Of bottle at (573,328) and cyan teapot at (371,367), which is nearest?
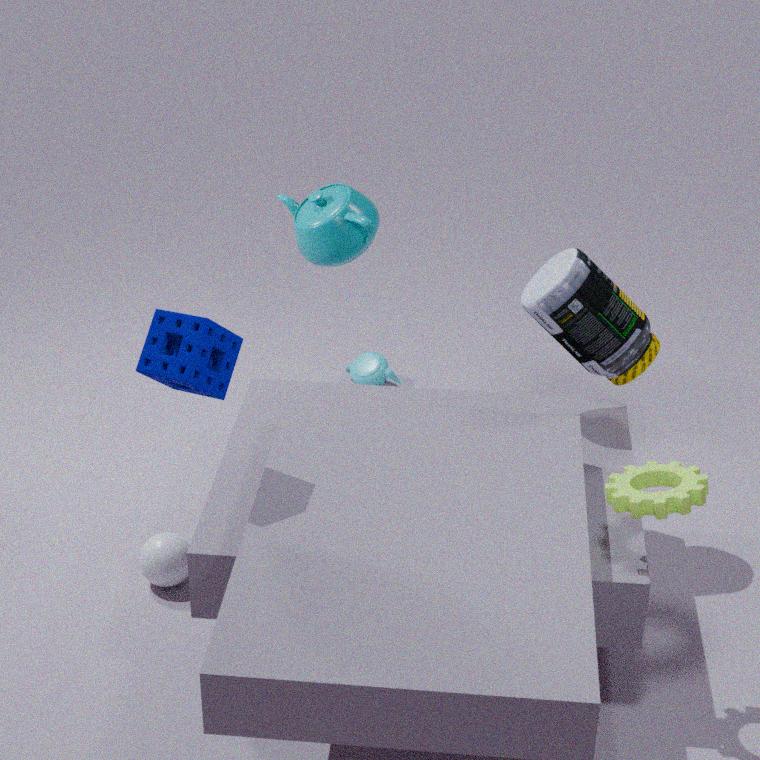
bottle at (573,328)
